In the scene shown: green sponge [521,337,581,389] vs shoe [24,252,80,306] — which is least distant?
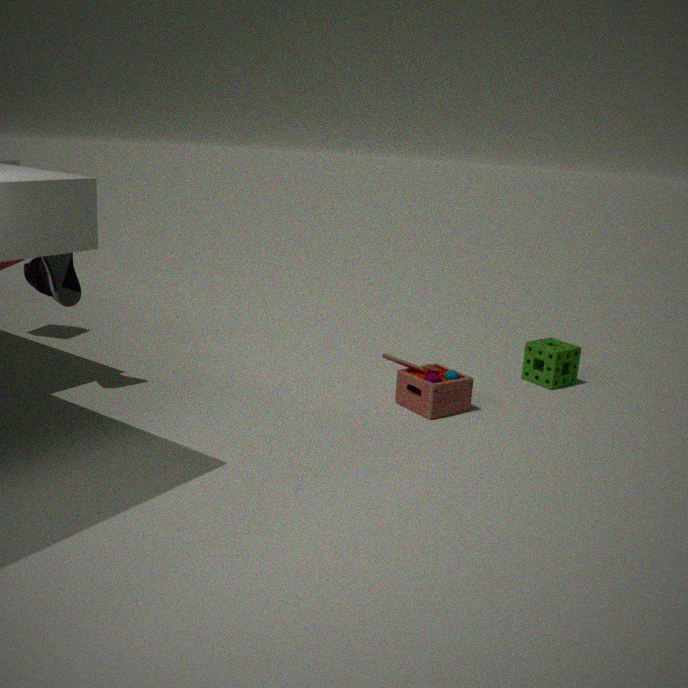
shoe [24,252,80,306]
